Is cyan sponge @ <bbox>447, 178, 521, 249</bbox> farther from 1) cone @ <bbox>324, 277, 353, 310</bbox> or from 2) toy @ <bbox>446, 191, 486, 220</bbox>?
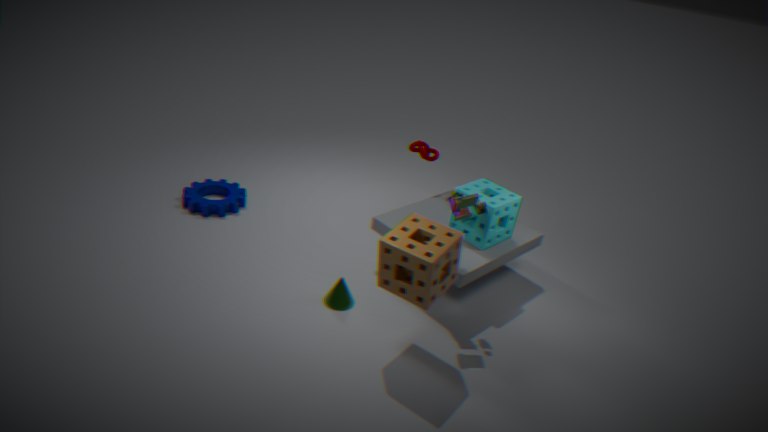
1) cone @ <bbox>324, 277, 353, 310</bbox>
